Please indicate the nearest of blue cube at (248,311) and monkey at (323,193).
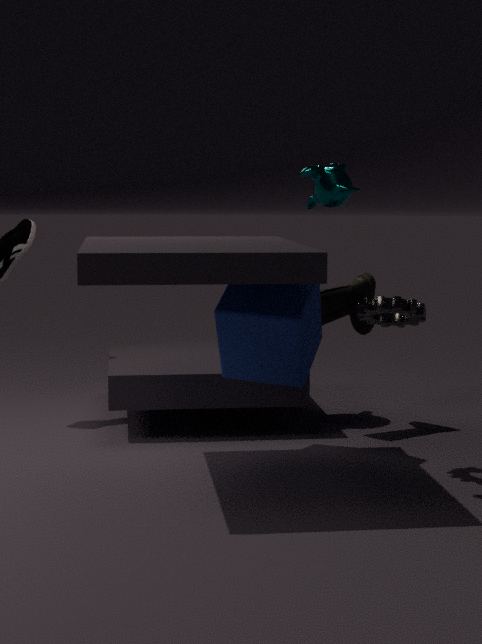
monkey at (323,193)
